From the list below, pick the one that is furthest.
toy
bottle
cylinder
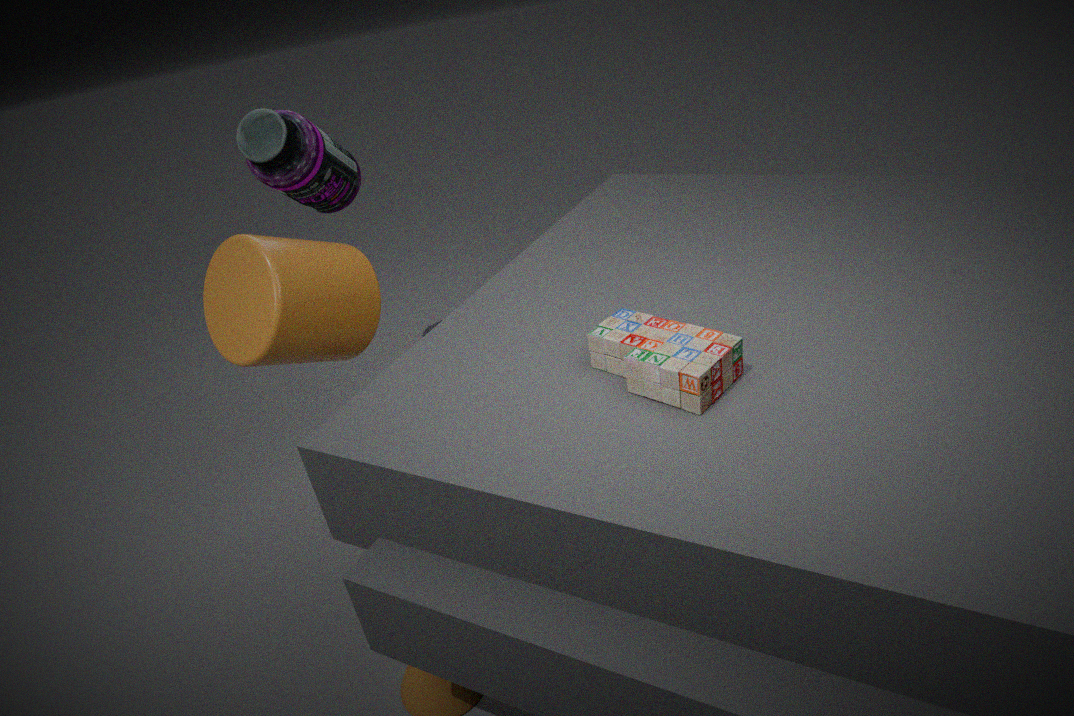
bottle
